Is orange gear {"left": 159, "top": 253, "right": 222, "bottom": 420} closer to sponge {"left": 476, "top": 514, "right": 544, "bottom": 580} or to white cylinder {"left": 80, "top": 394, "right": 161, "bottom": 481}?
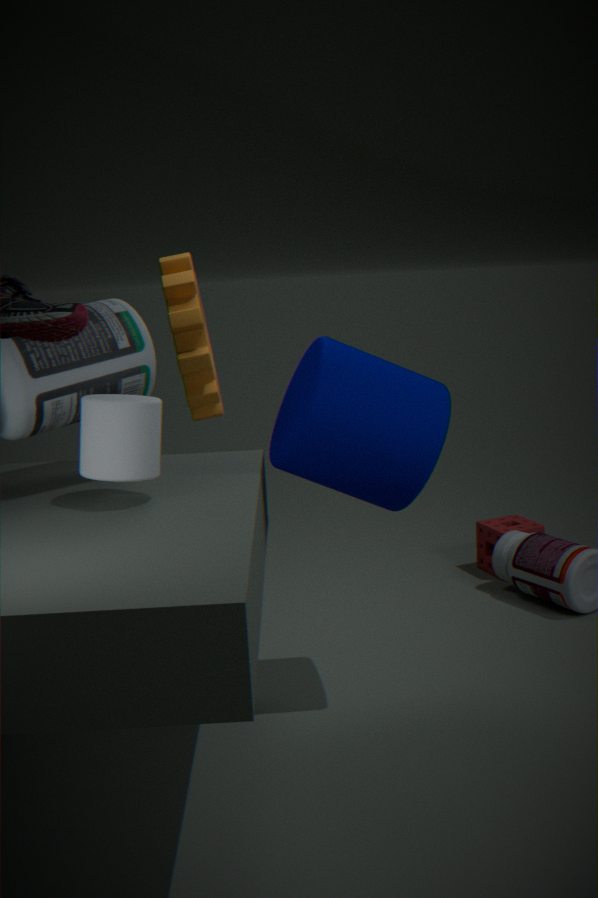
white cylinder {"left": 80, "top": 394, "right": 161, "bottom": 481}
